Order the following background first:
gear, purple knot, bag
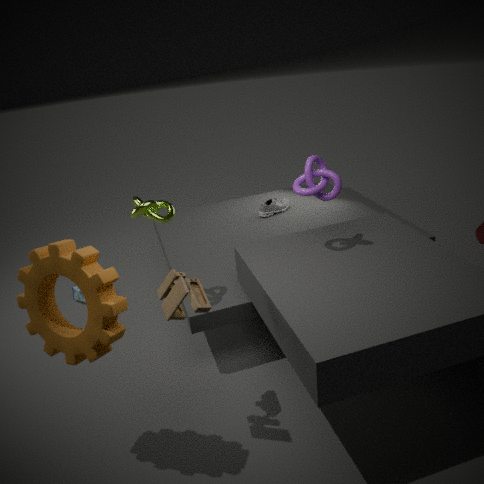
bag, purple knot, gear
